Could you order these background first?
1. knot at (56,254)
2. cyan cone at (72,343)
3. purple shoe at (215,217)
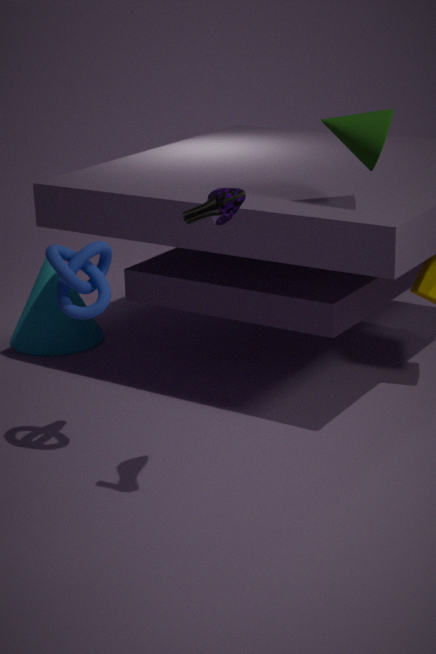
cyan cone at (72,343), knot at (56,254), purple shoe at (215,217)
